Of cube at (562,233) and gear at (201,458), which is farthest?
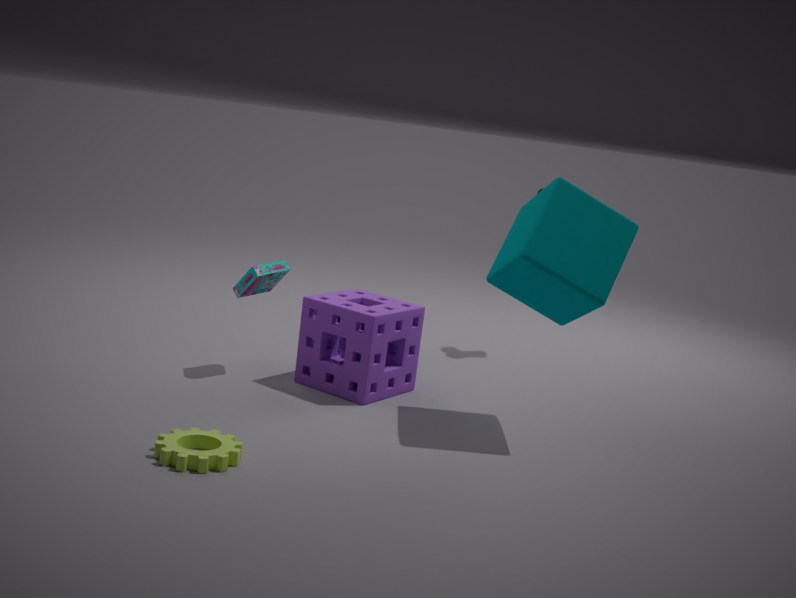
cube at (562,233)
